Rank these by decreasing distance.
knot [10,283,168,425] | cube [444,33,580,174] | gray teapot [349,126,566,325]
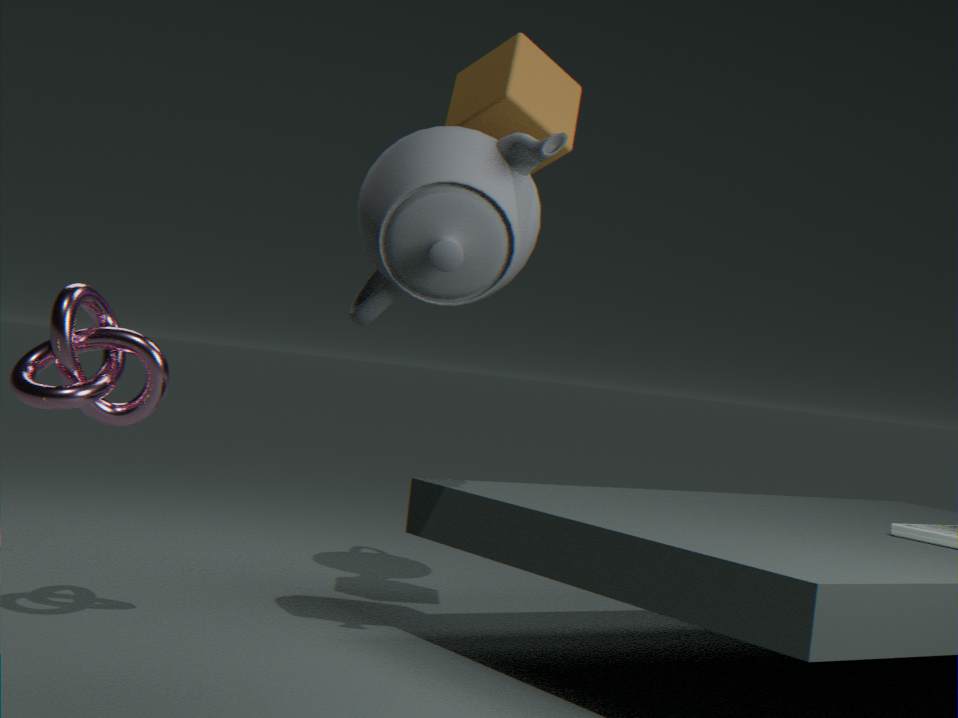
cube [444,33,580,174]
knot [10,283,168,425]
gray teapot [349,126,566,325]
